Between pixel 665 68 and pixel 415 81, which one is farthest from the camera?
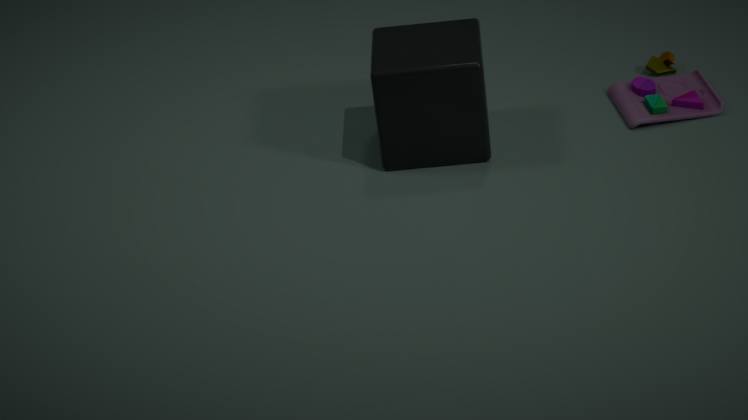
pixel 665 68
